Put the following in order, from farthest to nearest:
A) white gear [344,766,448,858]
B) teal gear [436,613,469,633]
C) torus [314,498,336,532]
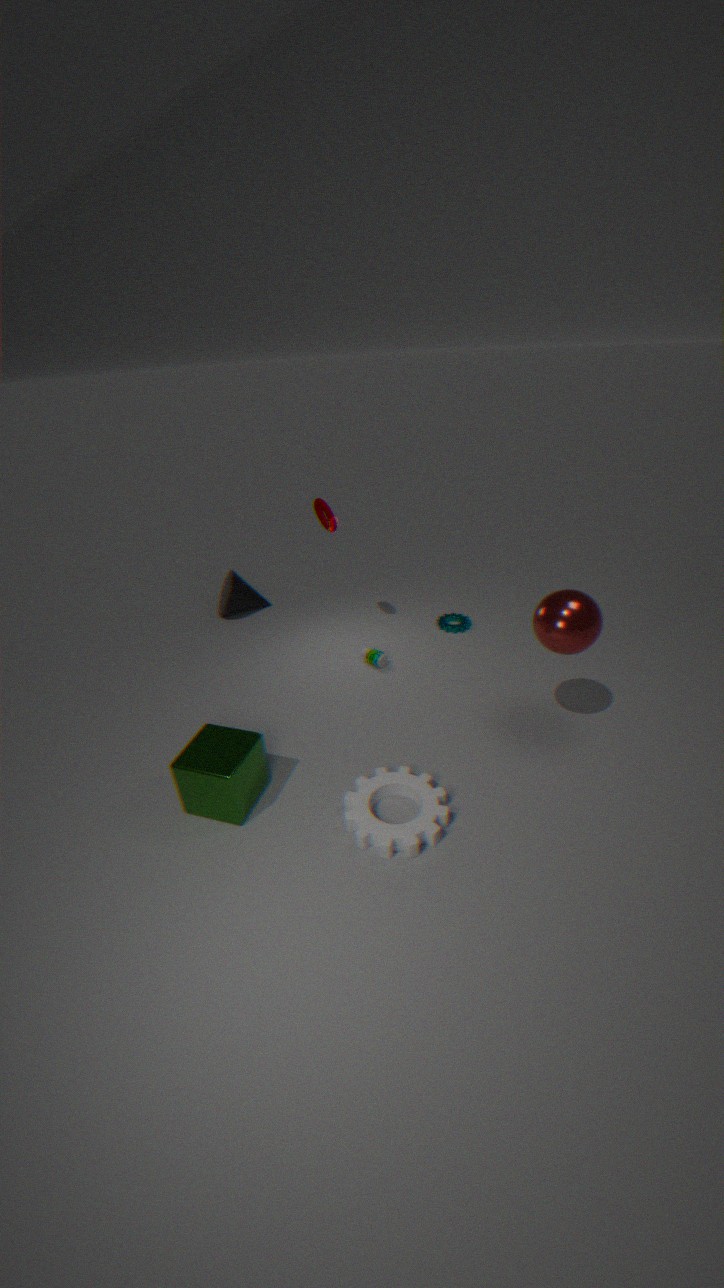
teal gear [436,613,469,633] < torus [314,498,336,532] < white gear [344,766,448,858]
